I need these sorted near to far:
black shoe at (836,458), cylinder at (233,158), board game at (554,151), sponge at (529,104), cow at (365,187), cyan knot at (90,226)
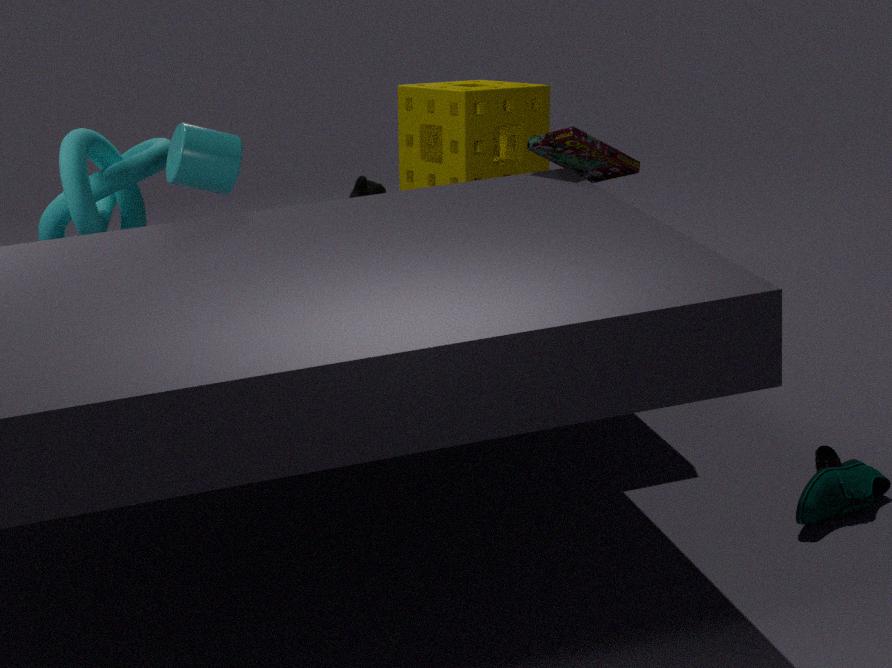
black shoe at (836,458) < cylinder at (233,158) < board game at (554,151) < cyan knot at (90,226) < sponge at (529,104) < cow at (365,187)
